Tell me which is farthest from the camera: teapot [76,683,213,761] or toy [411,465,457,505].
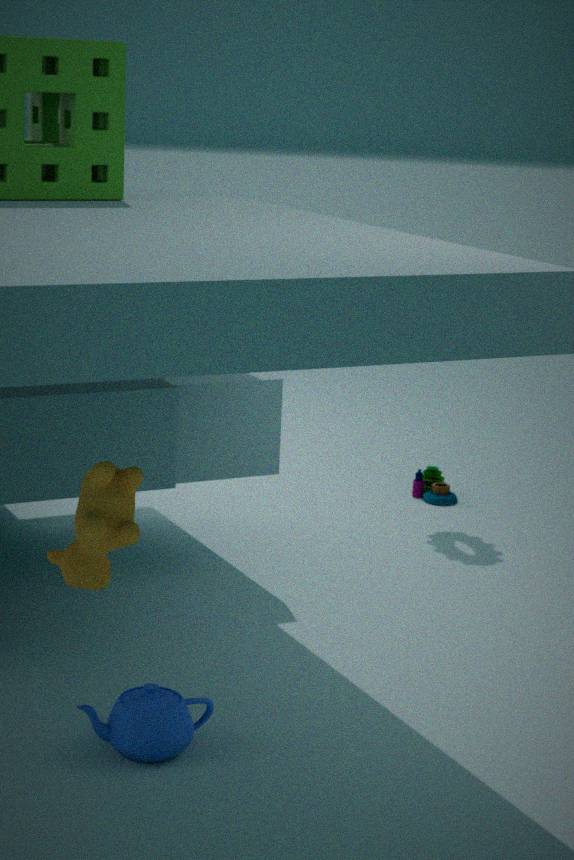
toy [411,465,457,505]
